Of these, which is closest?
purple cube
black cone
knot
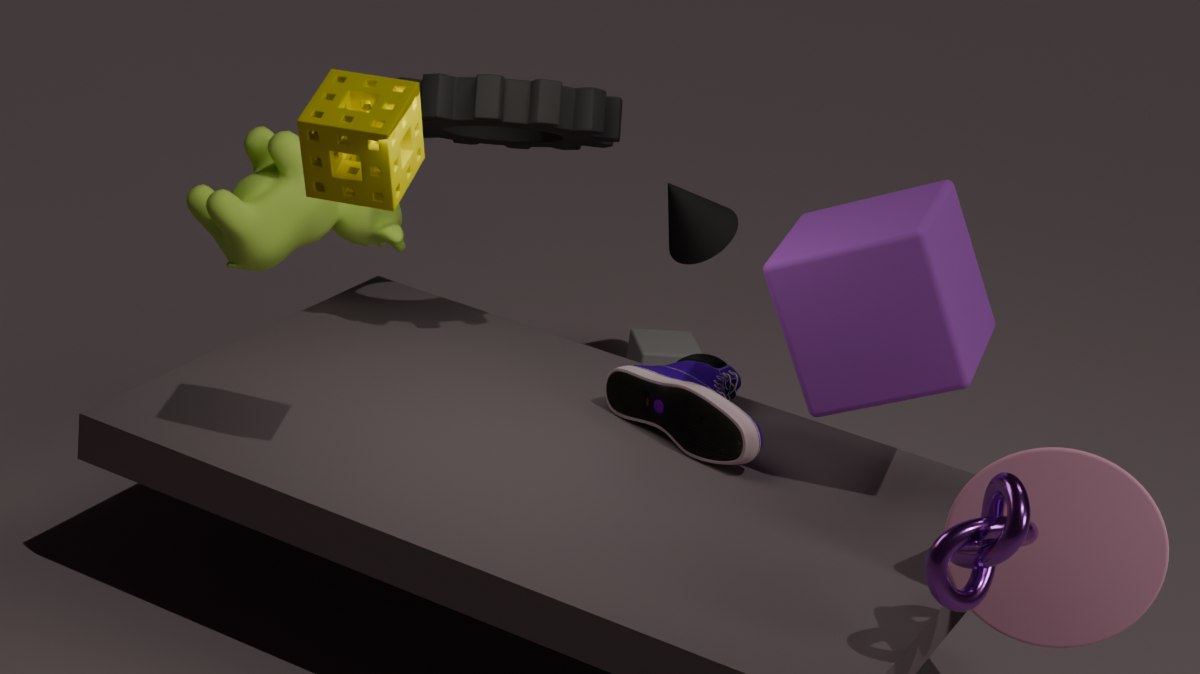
knot
